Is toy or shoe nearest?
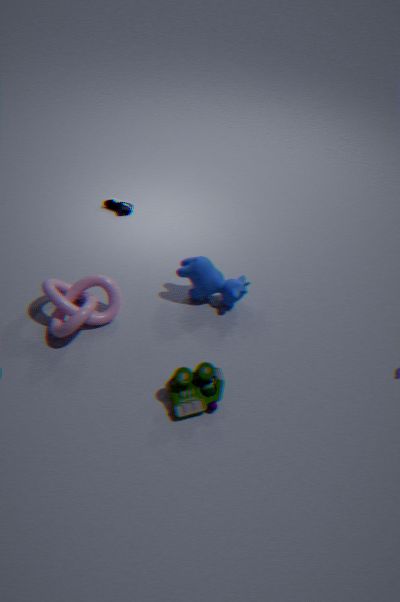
toy
